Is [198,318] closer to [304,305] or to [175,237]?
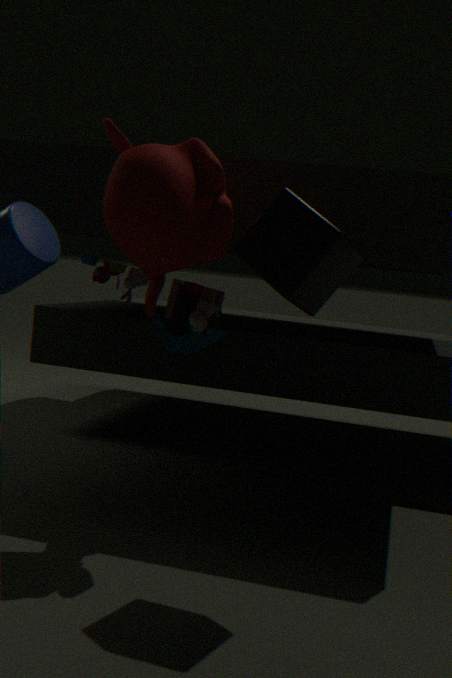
[175,237]
